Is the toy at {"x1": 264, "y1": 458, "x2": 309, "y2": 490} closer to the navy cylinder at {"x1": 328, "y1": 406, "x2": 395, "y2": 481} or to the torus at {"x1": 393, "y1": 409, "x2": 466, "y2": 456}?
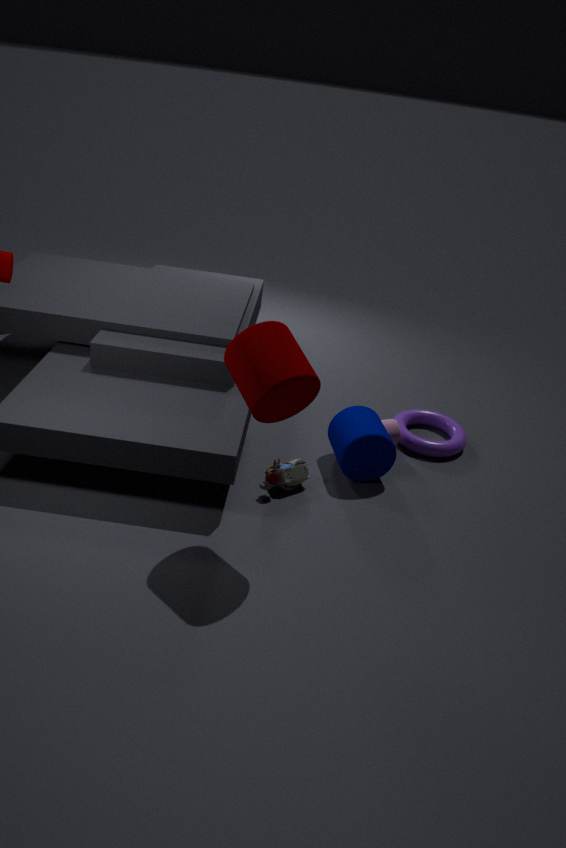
the navy cylinder at {"x1": 328, "y1": 406, "x2": 395, "y2": 481}
